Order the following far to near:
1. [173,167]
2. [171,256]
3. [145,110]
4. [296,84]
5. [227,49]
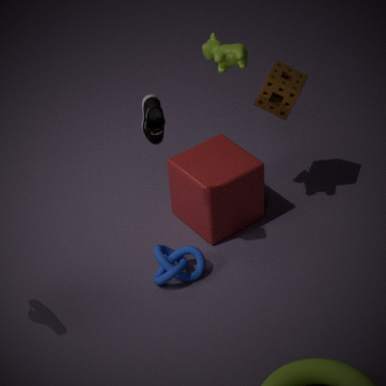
[173,167] → [296,84] → [171,256] → [227,49] → [145,110]
